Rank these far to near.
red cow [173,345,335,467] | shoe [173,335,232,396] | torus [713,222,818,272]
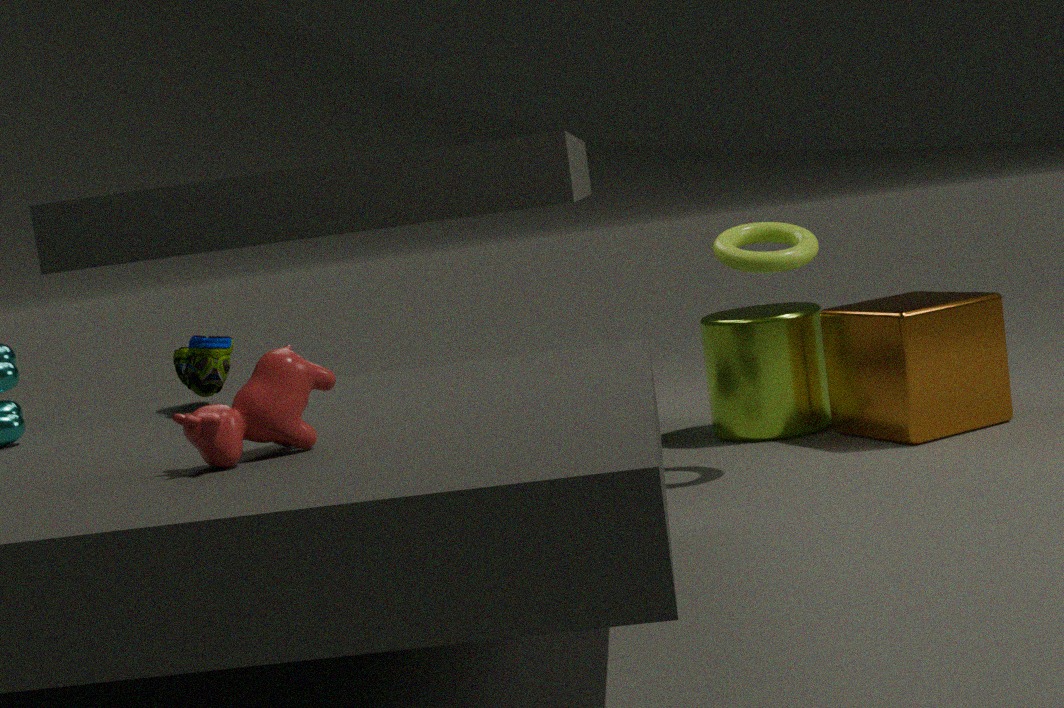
torus [713,222,818,272] → shoe [173,335,232,396] → red cow [173,345,335,467]
